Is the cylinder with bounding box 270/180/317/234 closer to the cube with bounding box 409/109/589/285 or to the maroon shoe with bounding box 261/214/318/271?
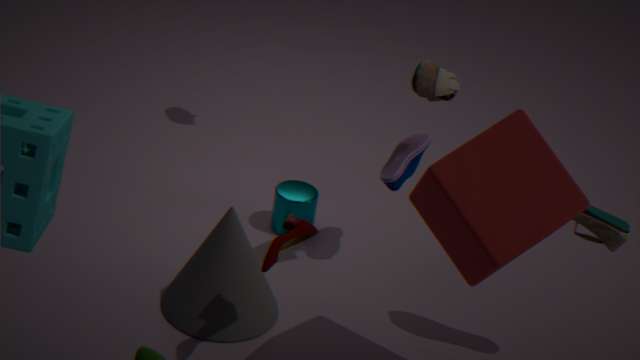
the maroon shoe with bounding box 261/214/318/271
